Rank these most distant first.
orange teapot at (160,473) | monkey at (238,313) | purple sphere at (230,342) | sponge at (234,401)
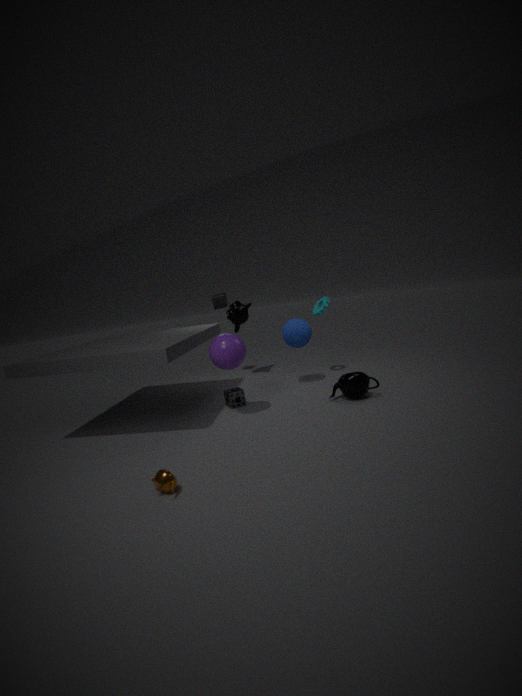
monkey at (238,313) → sponge at (234,401) → purple sphere at (230,342) → orange teapot at (160,473)
